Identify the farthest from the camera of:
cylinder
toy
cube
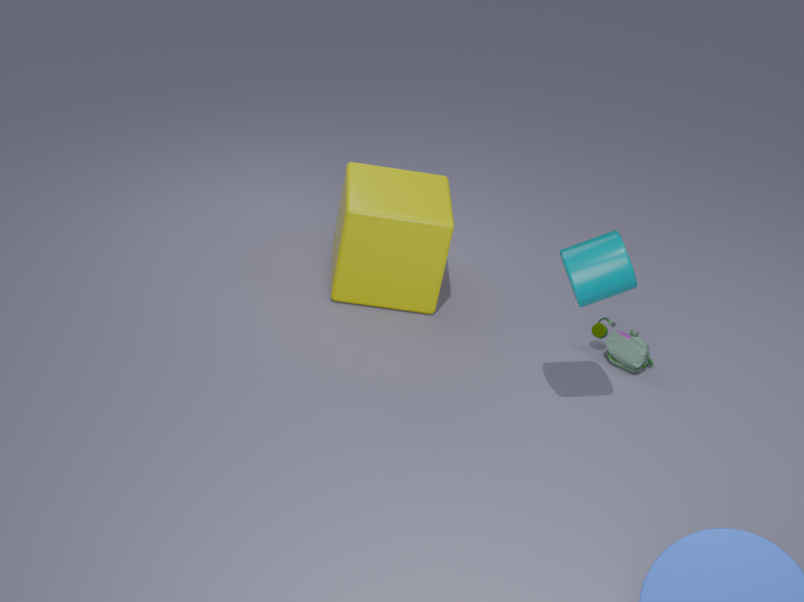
toy
